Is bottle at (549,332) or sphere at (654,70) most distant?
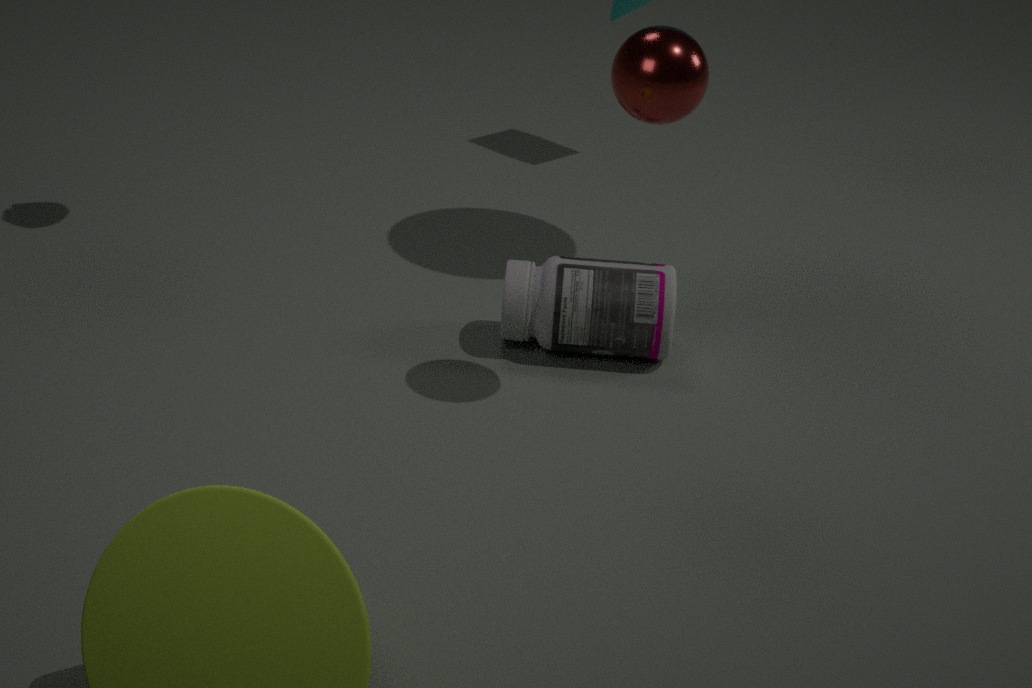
bottle at (549,332)
